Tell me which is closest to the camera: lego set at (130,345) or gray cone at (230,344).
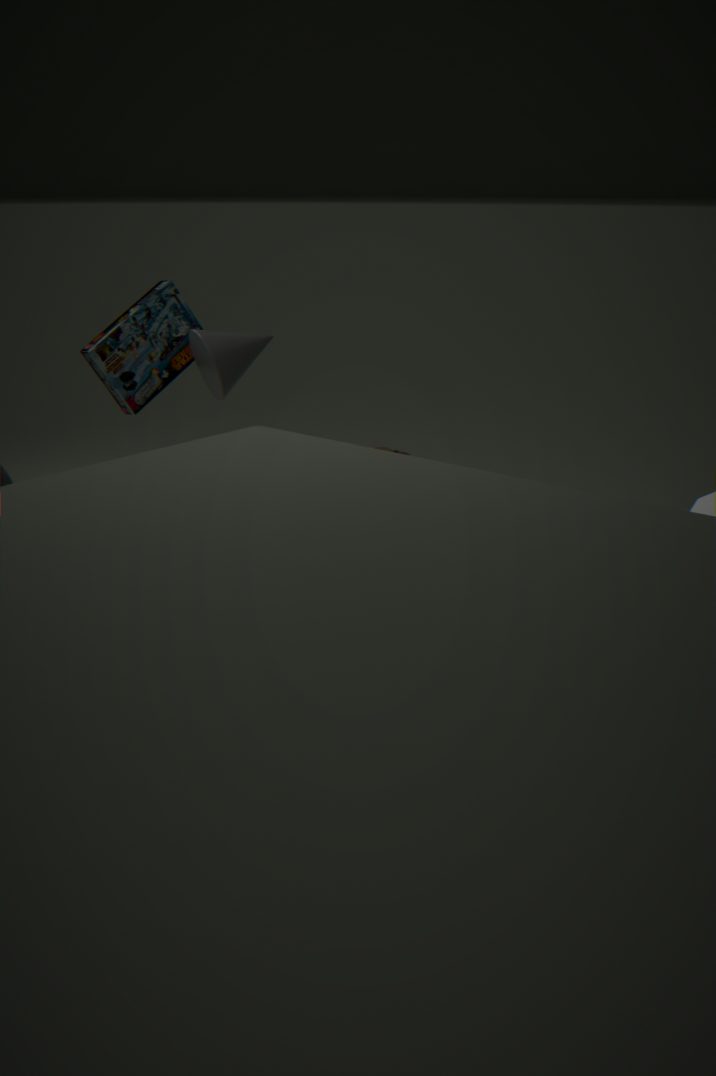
gray cone at (230,344)
